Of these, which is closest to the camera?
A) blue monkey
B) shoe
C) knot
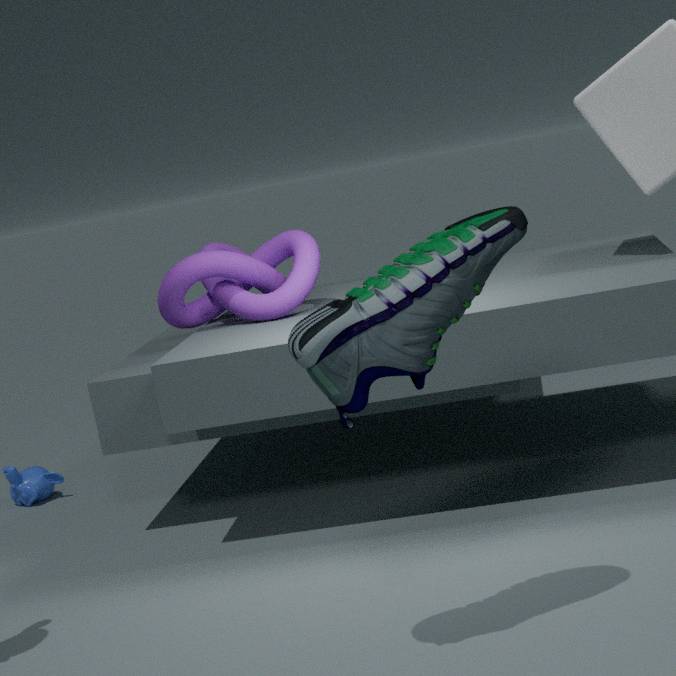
shoe
